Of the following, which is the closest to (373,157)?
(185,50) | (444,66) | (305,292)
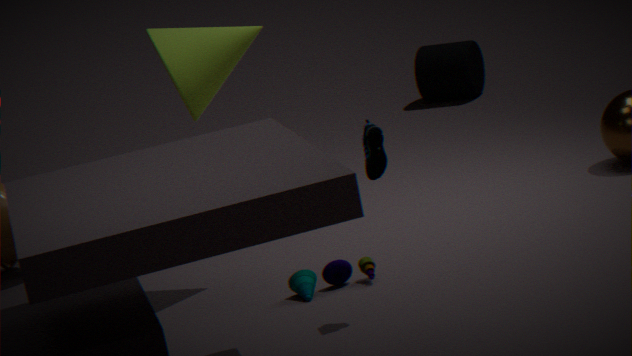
(305,292)
